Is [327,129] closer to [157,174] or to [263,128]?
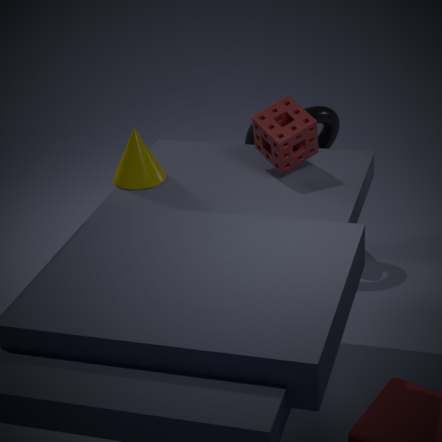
[263,128]
